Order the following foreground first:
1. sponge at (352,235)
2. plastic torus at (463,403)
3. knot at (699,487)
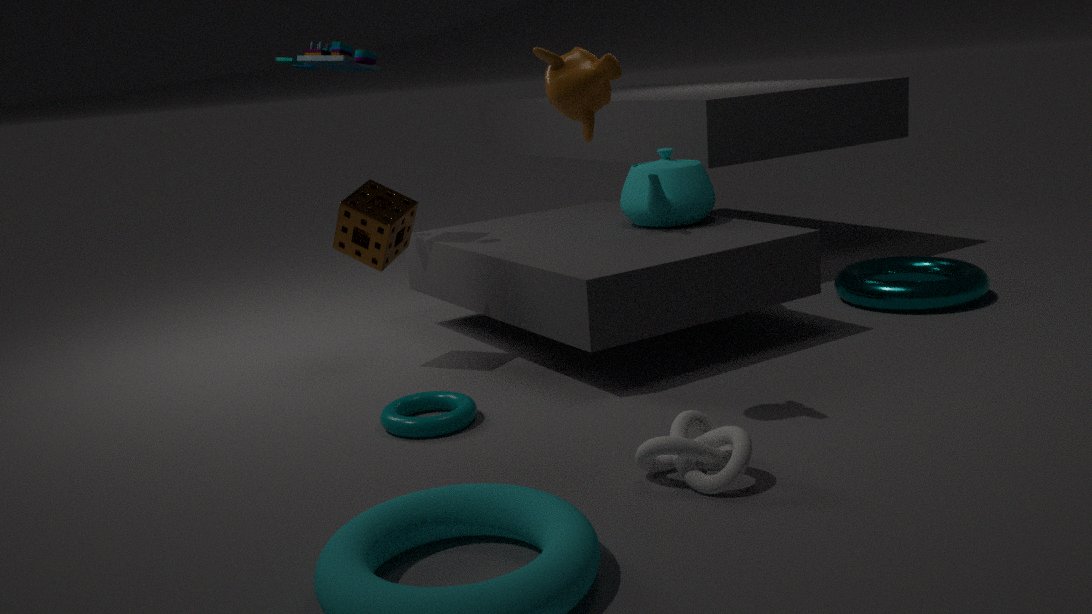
knot at (699,487)
plastic torus at (463,403)
sponge at (352,235)
